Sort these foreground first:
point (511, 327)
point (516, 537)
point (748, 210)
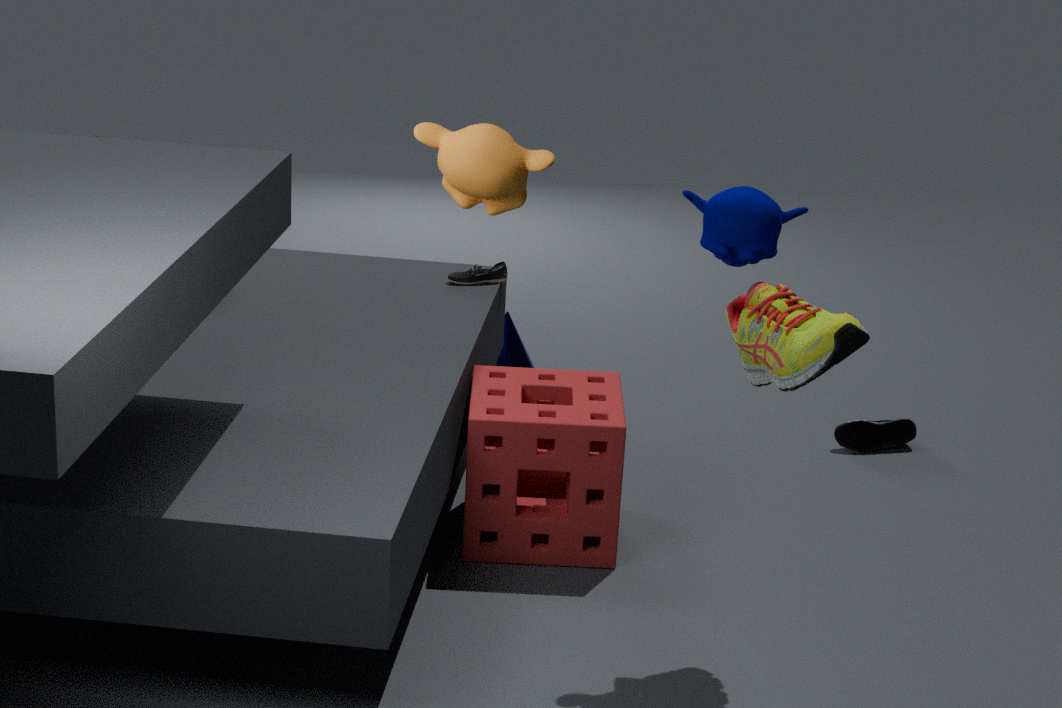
1. point (748, 210)
2. point (516, 537)
3. point (511, 327)
